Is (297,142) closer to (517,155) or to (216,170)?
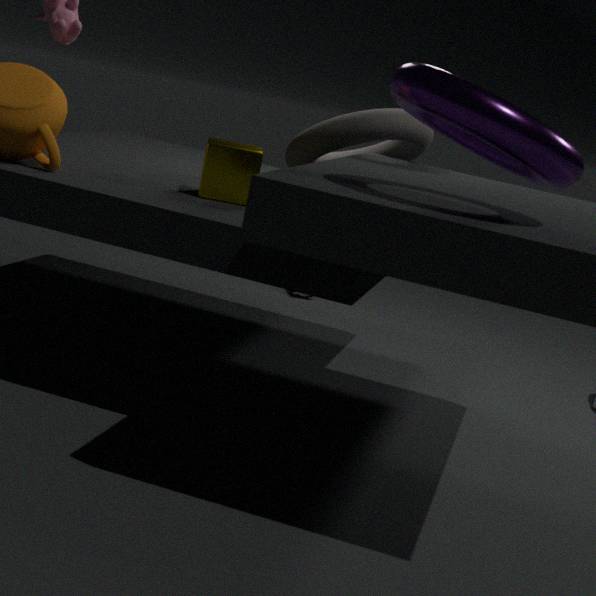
(216,170)
